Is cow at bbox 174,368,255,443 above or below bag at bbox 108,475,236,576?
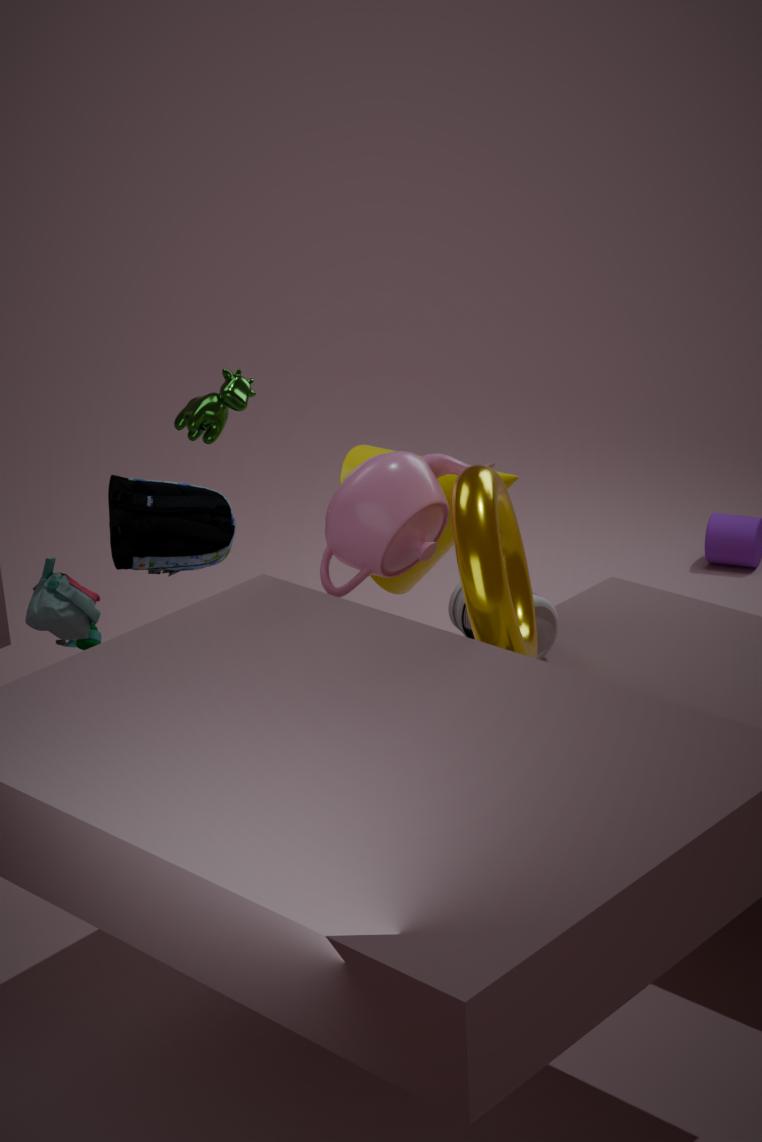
above
